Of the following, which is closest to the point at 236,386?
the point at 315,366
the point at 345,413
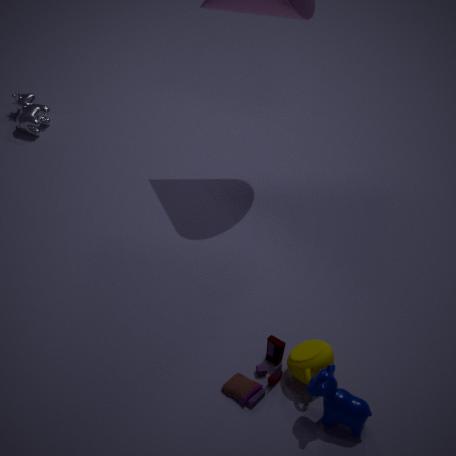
the point at 315,366
